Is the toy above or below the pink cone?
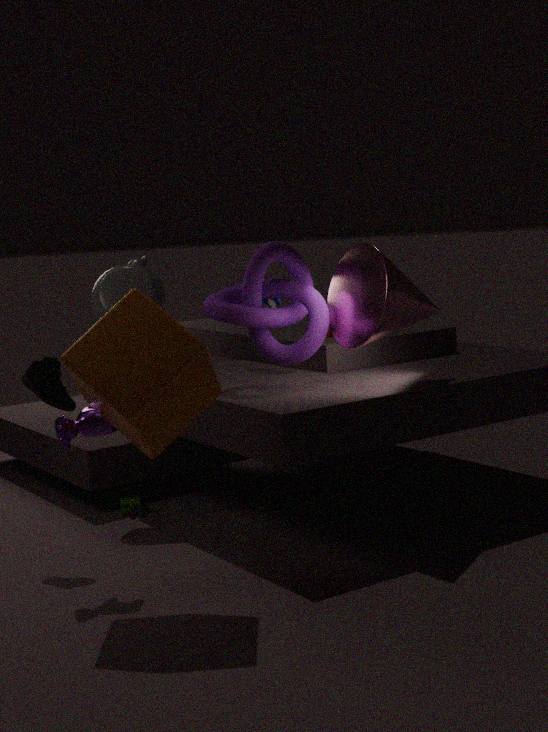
below
